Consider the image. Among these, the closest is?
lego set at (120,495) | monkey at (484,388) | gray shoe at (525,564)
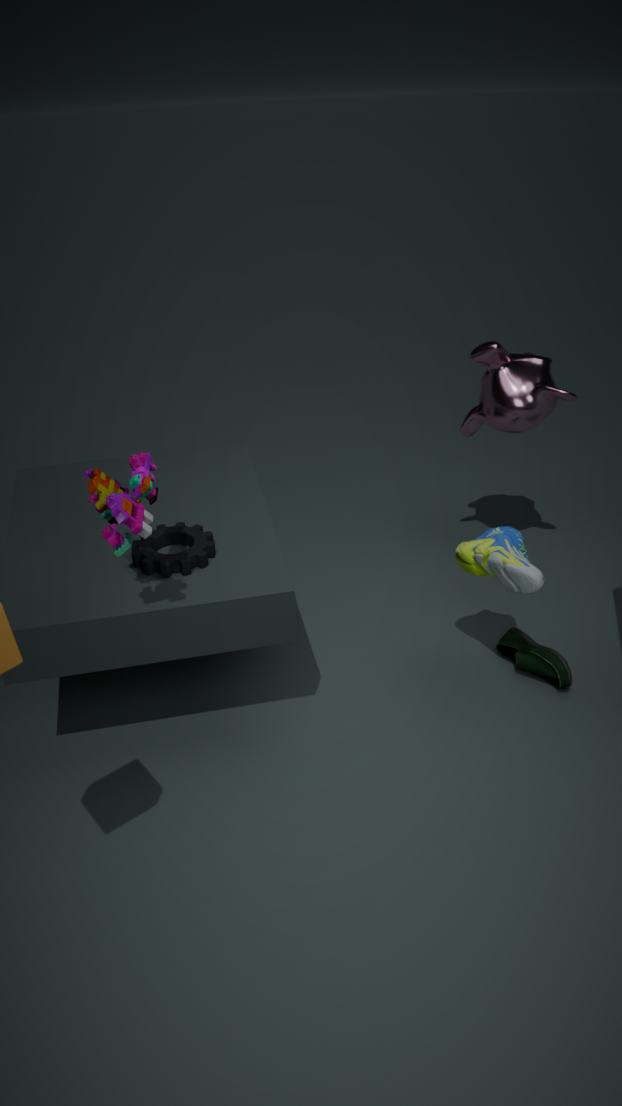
lego set at (120,495)
